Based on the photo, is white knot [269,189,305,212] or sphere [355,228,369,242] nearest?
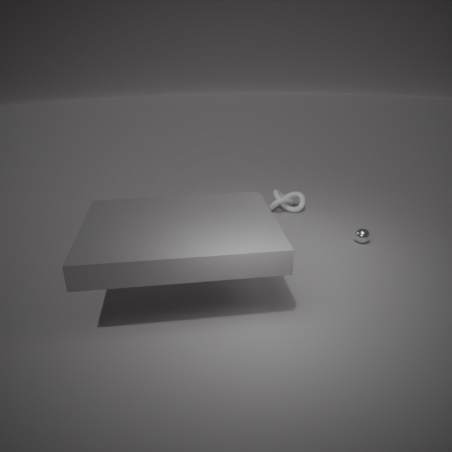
sphere [355,228,369,242]
